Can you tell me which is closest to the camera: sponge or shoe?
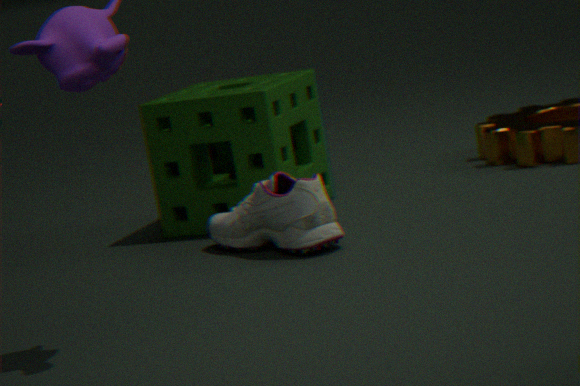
shoe
